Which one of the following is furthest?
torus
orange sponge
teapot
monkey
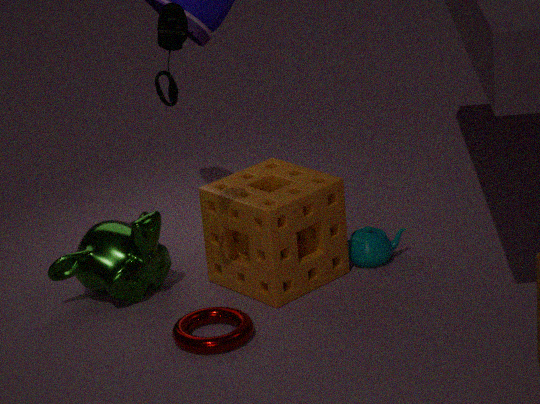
teapot
